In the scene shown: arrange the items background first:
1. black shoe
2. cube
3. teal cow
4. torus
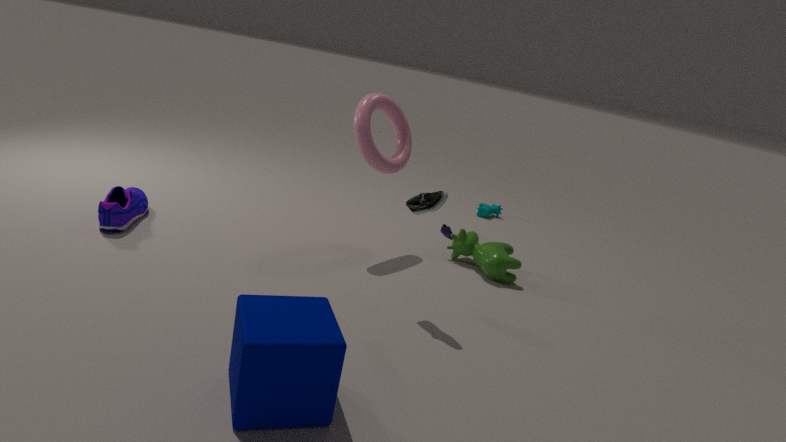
teal cow
torus
black shoe
cube
